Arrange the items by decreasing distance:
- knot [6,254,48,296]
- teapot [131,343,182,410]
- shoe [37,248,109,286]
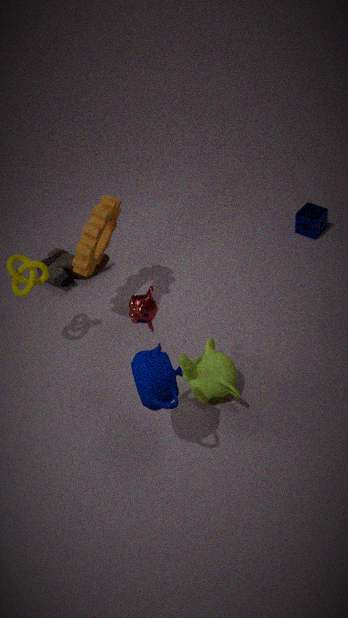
shoe [37,248,109,286] → knot [6,254,48,296] → teapot [131,343,182,410]
